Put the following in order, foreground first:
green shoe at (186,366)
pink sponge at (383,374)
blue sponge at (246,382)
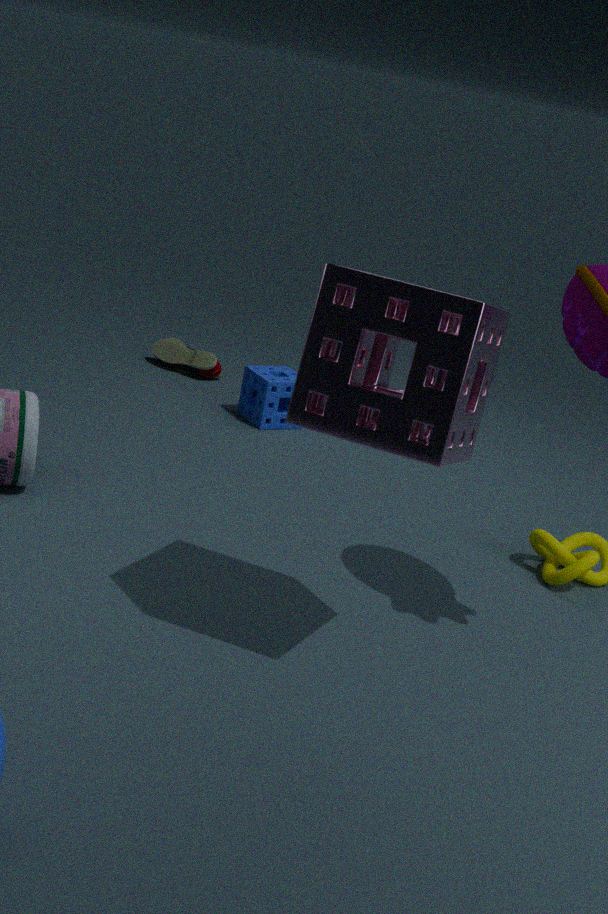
pink sponge at (383,374), blue sponge at (246,382), green shoe at (186,366)
